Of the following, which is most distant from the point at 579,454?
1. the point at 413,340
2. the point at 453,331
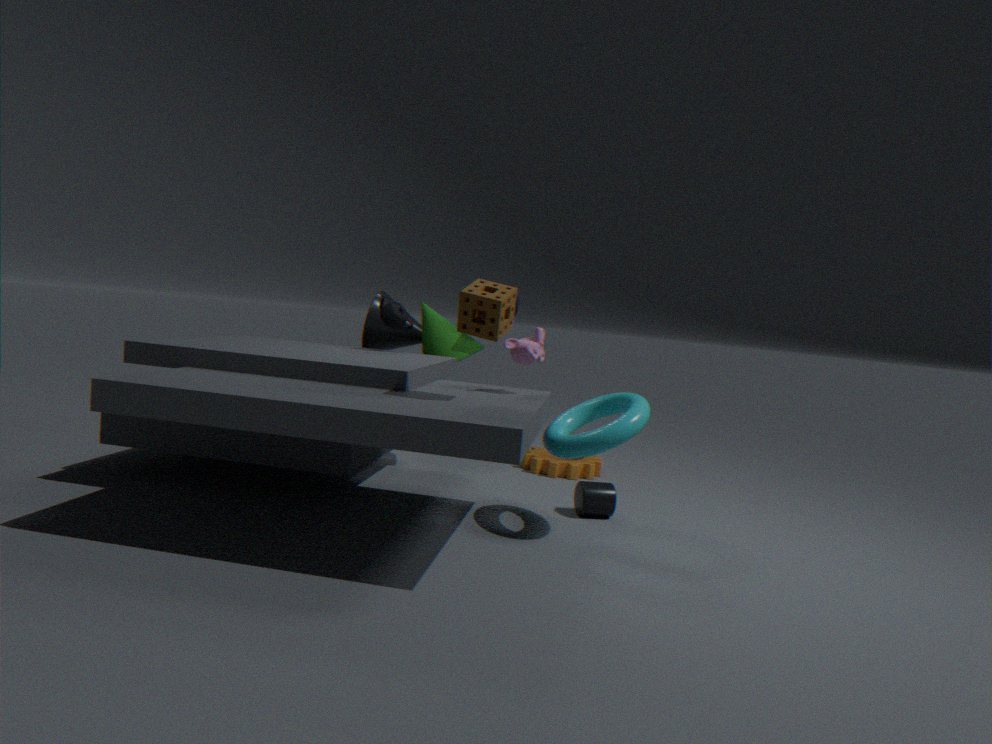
the point at 413,340
